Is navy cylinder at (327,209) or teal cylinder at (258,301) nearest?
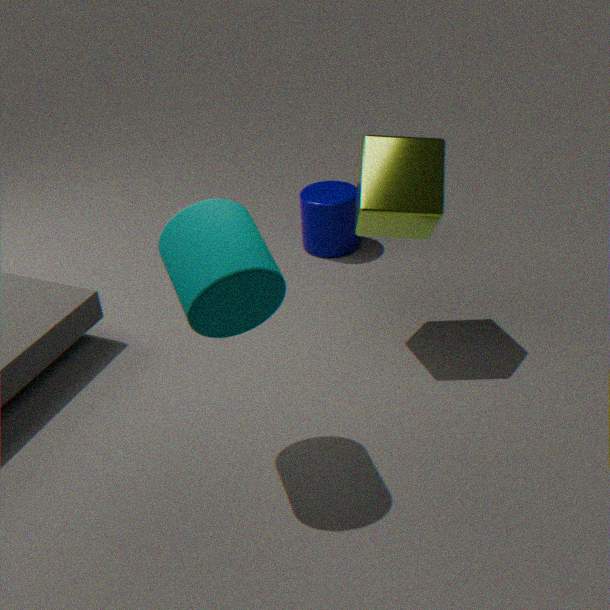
teal cylinder at (258,301)
